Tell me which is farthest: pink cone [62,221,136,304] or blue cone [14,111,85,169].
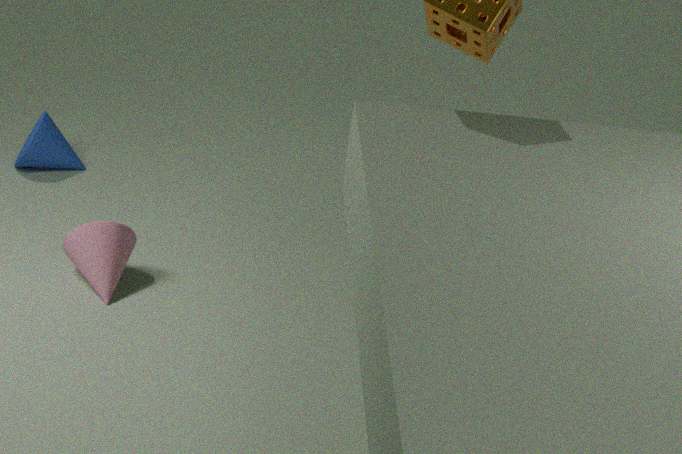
blue cone [14,111,85,169]
